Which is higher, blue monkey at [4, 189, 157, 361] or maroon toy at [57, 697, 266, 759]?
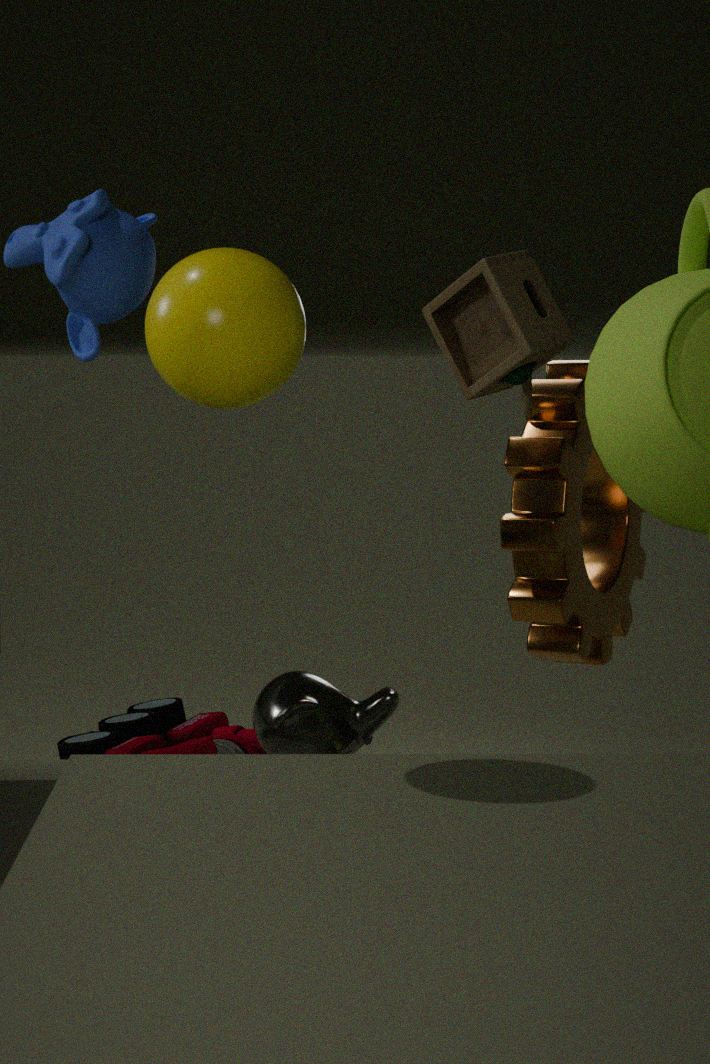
blue monkey at [4, 189, 157, 361]
